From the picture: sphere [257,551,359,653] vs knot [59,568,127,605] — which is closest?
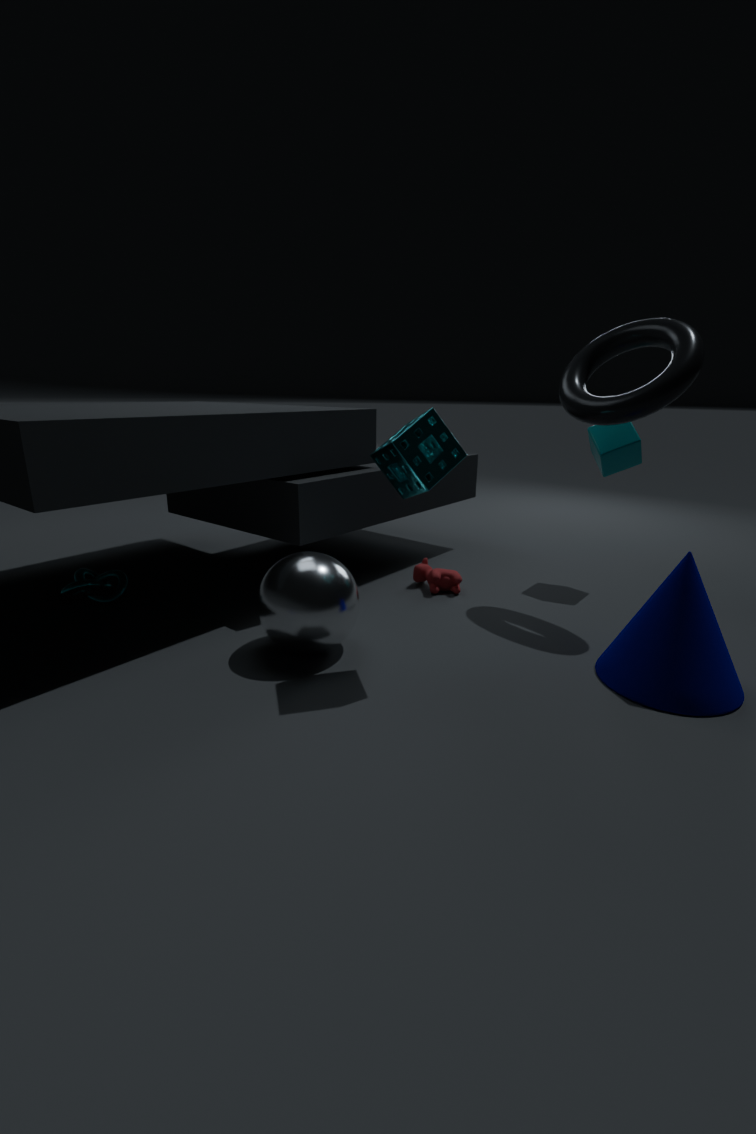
sphere [257,551,359,653]
